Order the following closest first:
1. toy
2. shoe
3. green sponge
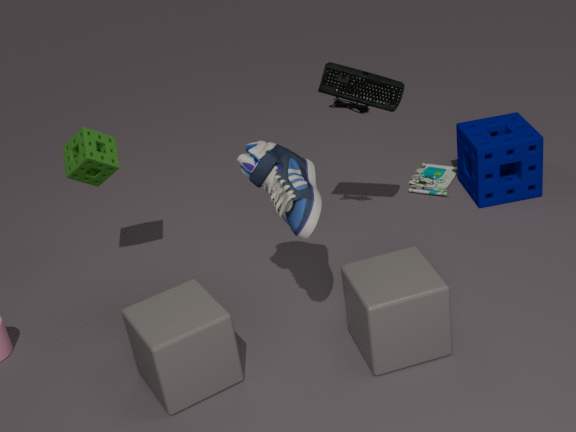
shoe
green sponge
toy
